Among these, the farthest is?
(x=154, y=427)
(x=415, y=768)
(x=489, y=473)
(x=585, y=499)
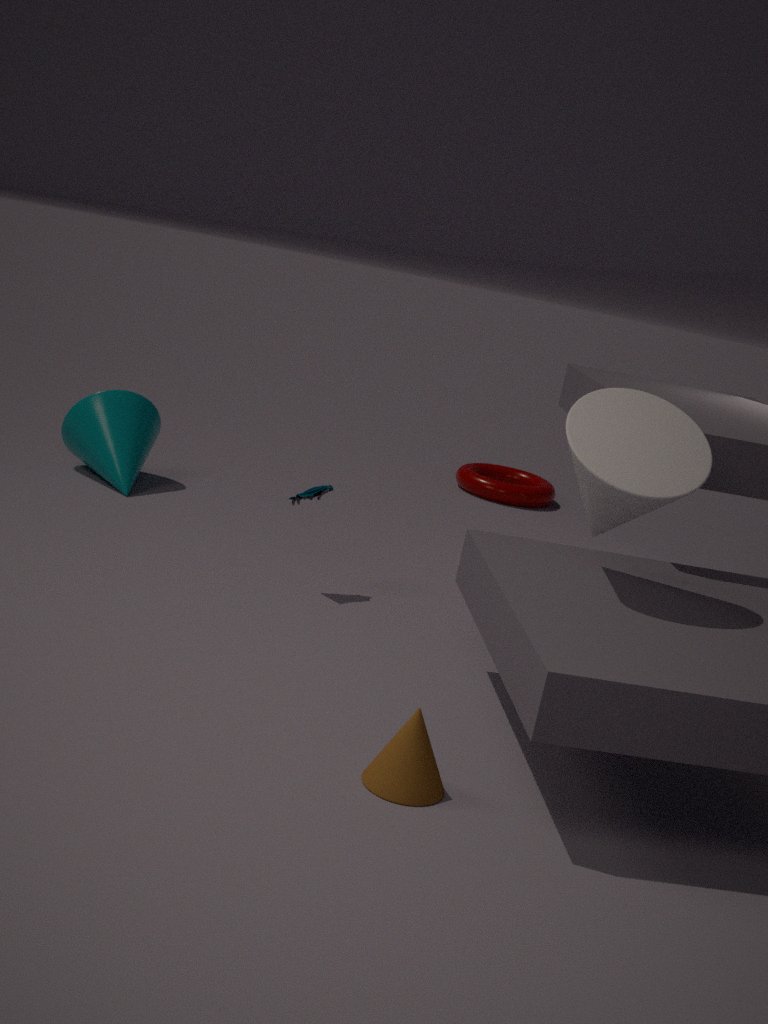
(x=489, y=473)
